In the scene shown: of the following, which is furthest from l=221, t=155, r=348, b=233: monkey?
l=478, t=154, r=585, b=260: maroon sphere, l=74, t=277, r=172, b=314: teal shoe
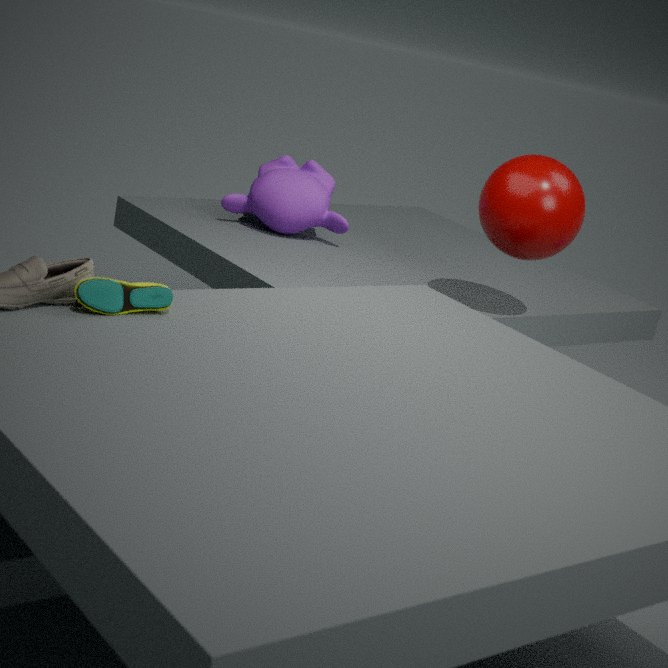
l=74, t=277, r=172, b=314: teal shoe
